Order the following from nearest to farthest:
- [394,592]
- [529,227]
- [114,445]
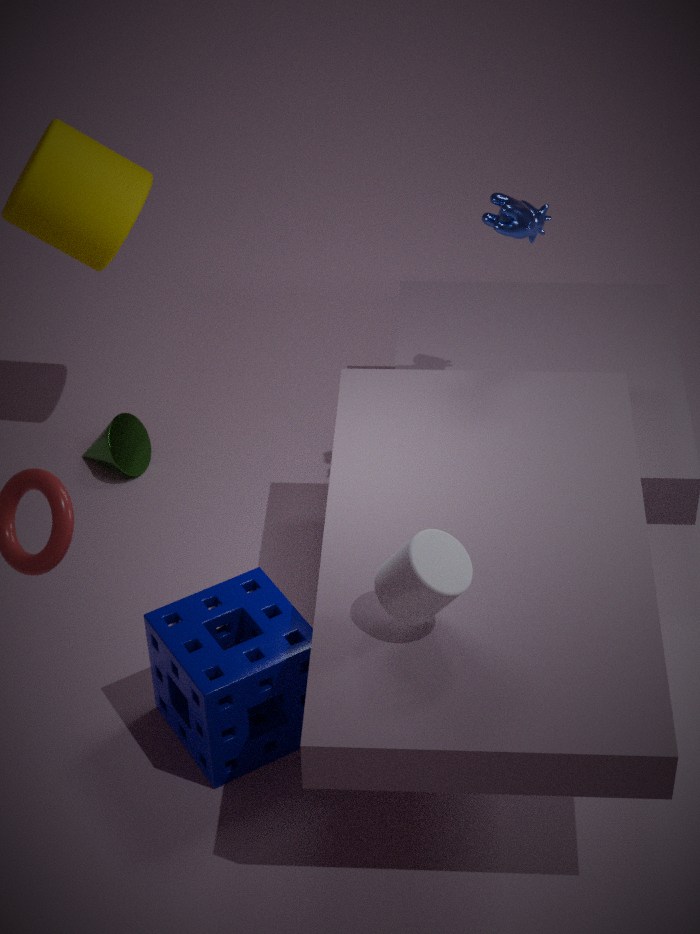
1. [394,592]
2. [529,227]
3. [114,445]
